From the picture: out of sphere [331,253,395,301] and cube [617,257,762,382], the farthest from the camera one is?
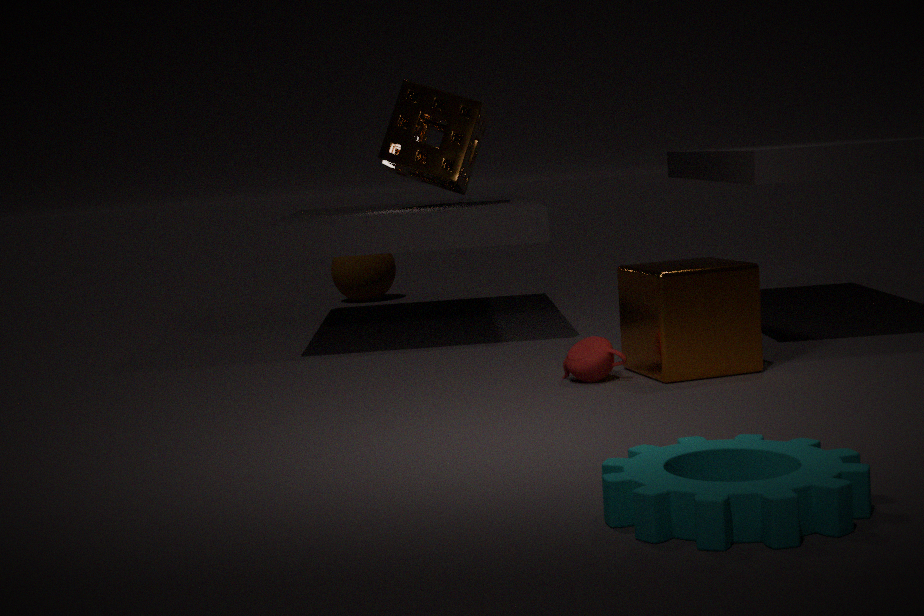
sphere [331,253,395,301]
